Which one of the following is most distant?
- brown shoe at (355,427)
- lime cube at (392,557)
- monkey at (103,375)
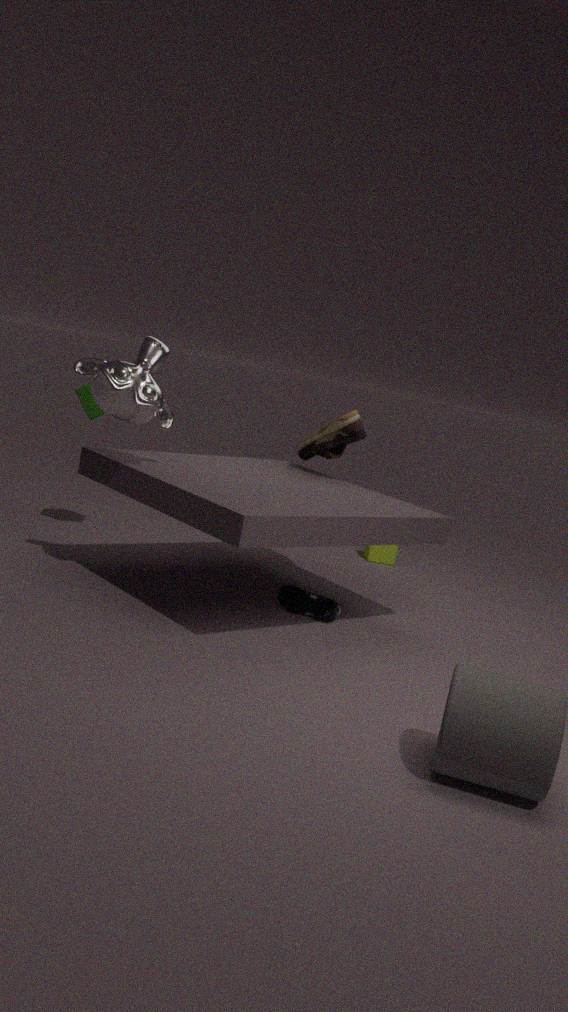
lime cube at (392,557)
